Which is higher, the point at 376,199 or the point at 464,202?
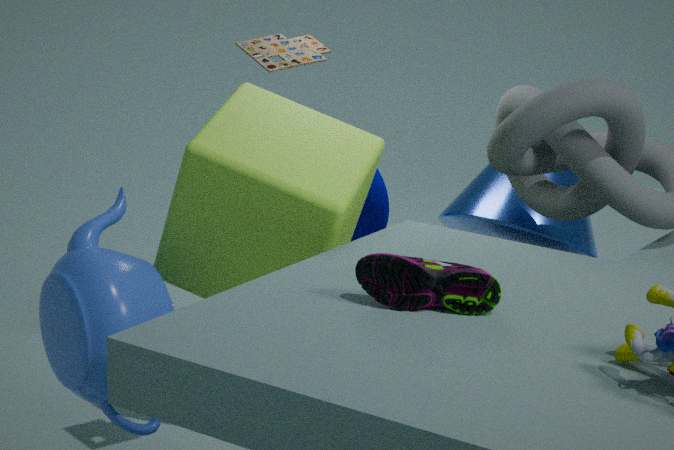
the point at 464,202
